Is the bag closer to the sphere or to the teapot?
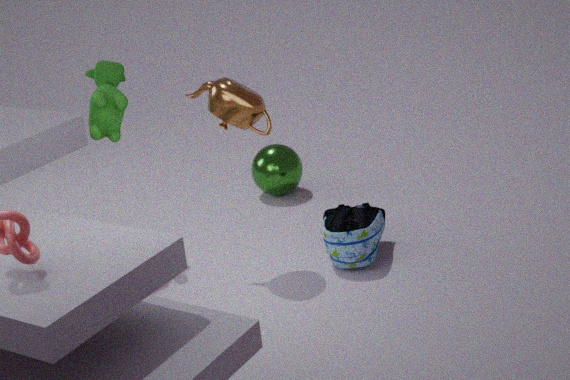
the teapot
